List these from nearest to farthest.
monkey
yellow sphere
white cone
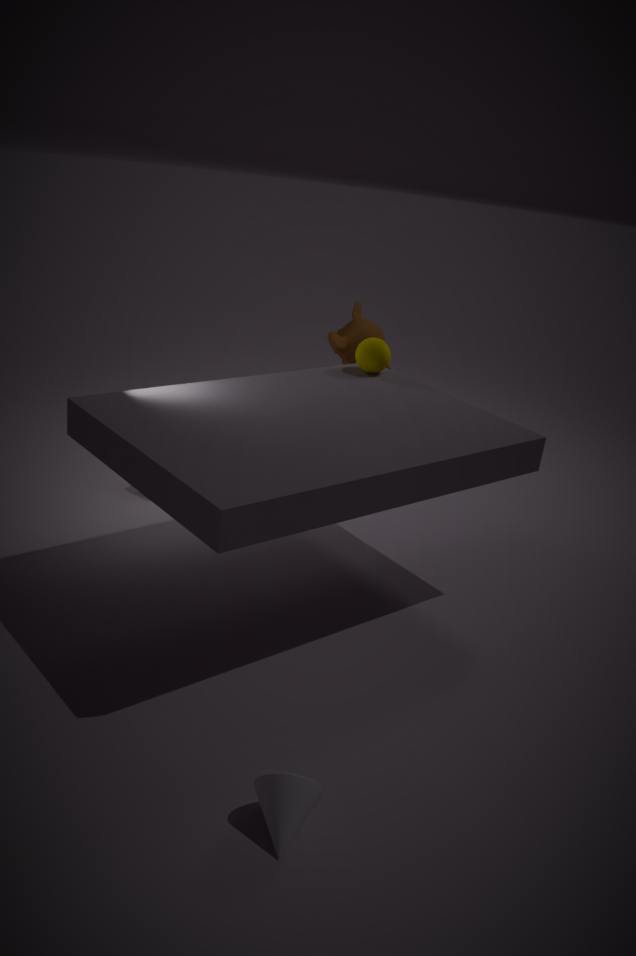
white cone
yellow sphere
monkey
